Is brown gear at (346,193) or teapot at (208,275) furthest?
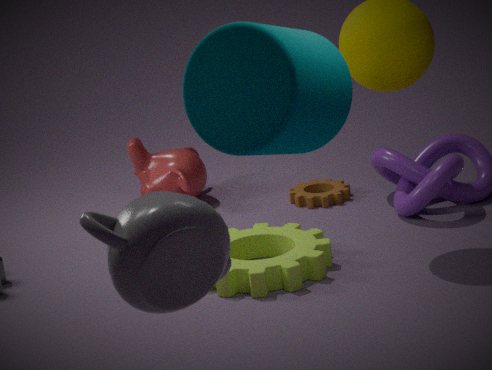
brown gear at (346,193)
